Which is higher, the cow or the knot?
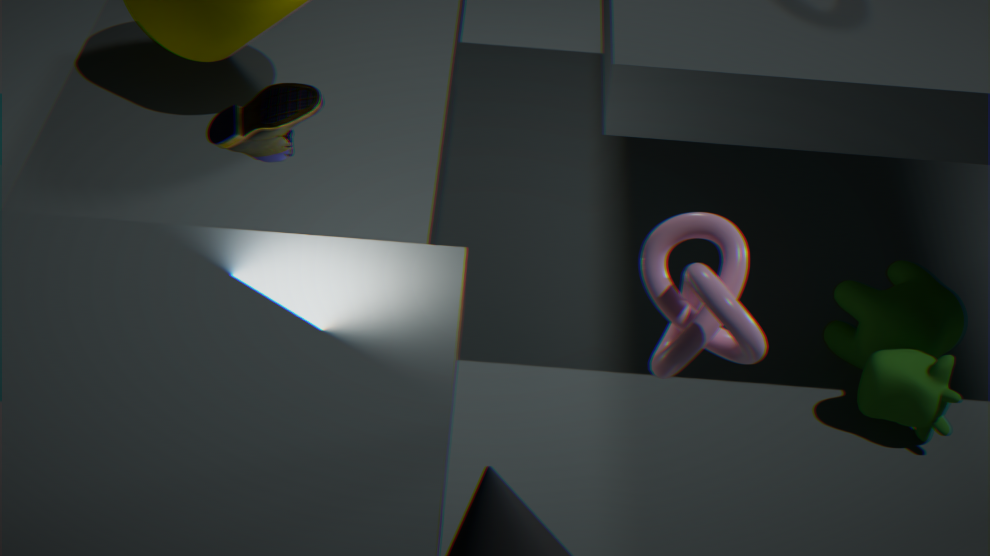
the knot
